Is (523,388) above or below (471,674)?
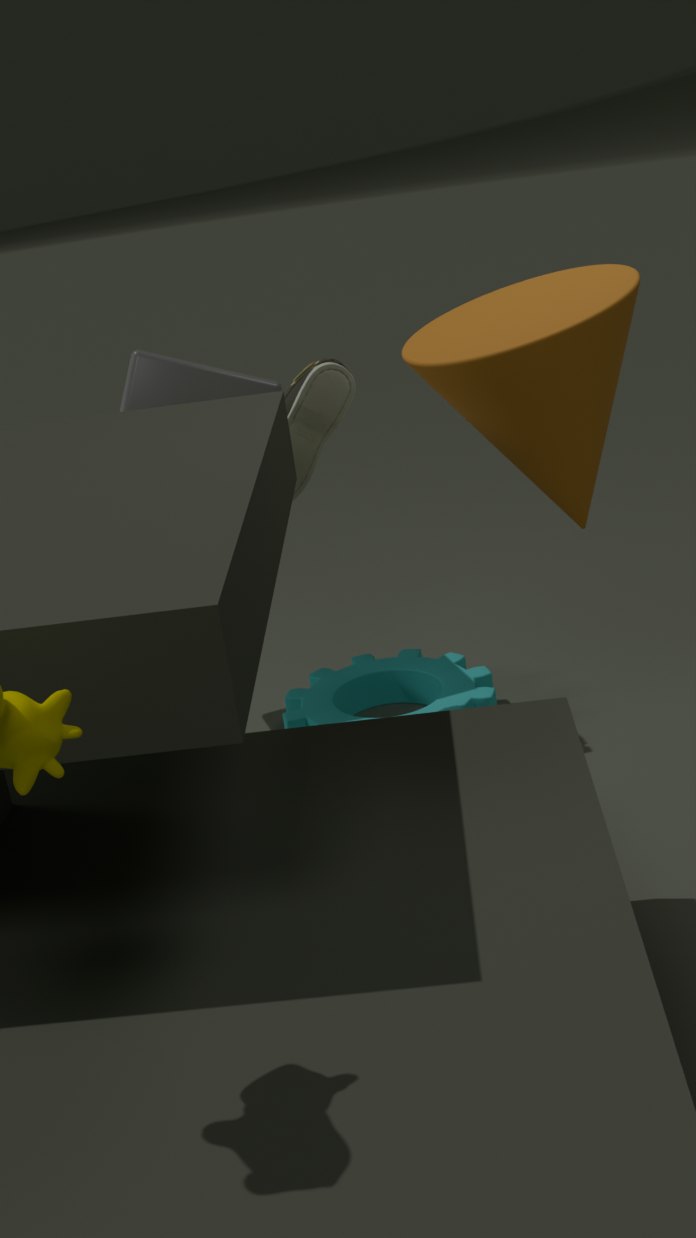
above
